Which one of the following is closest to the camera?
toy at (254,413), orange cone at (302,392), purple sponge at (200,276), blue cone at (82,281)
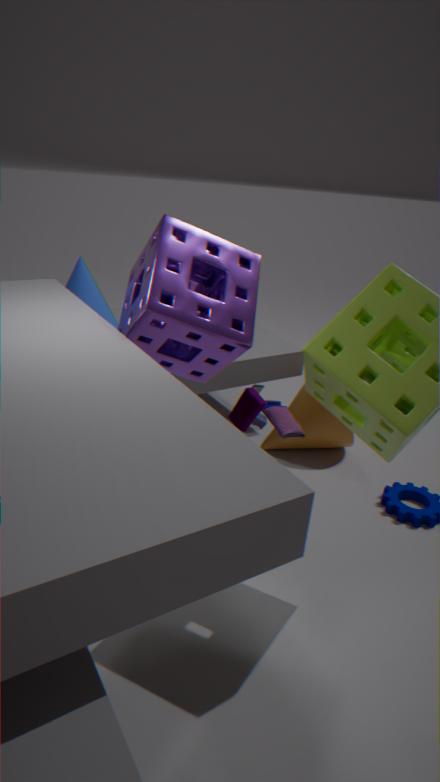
purple sponge at (200,276)
